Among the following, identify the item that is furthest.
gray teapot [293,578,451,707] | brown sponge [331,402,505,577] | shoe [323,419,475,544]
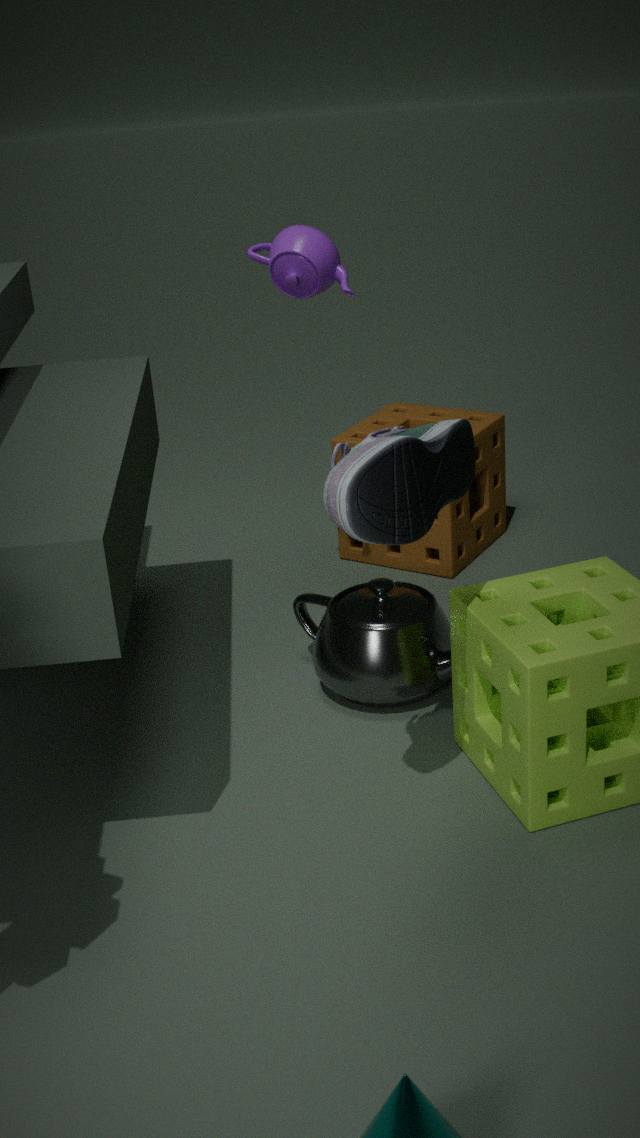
brown sponge [331,402,505,577]
